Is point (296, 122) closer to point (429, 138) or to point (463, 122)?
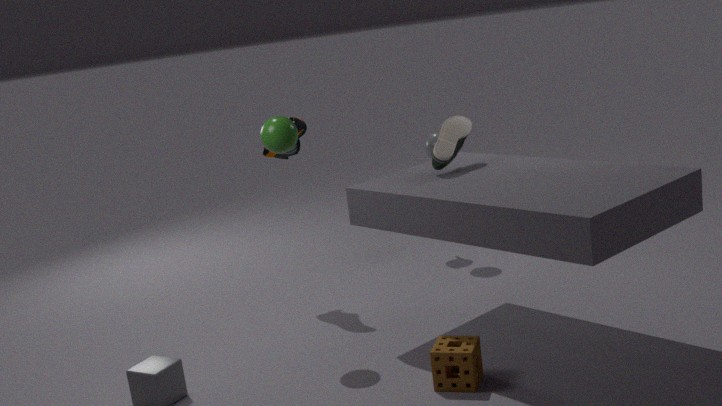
point (429, 138)
